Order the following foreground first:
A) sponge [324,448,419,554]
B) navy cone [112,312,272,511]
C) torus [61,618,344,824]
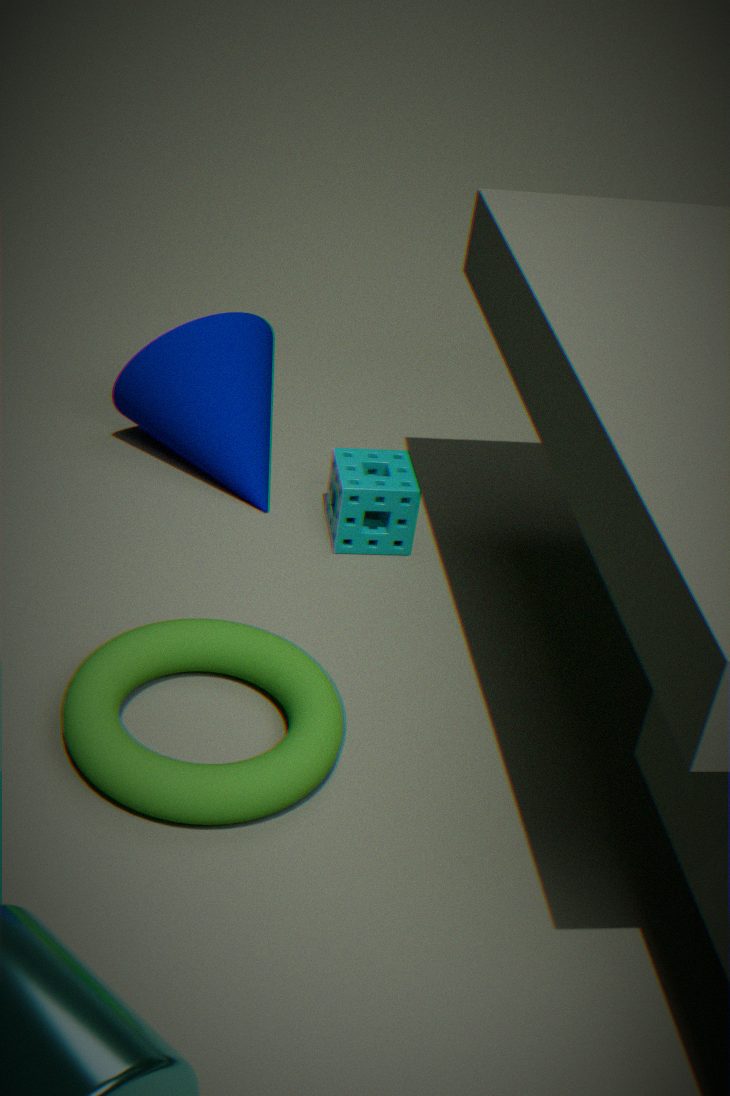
torus [61,618,344,824] < sponge [324,448,419,554] < navy cone [112,312,272,511]
